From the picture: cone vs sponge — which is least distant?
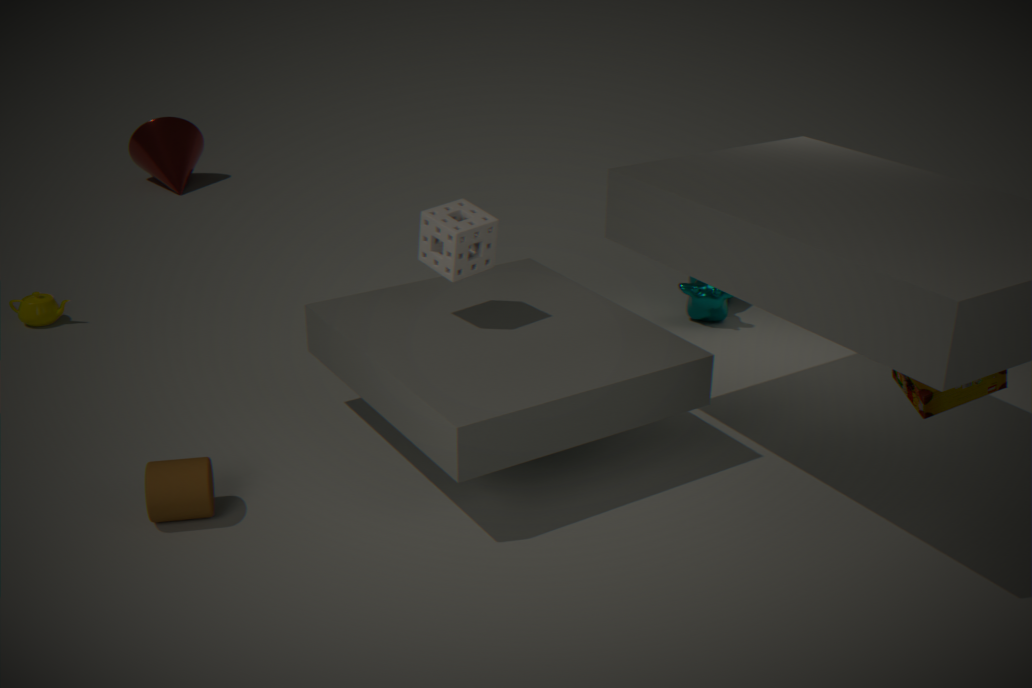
sponge
